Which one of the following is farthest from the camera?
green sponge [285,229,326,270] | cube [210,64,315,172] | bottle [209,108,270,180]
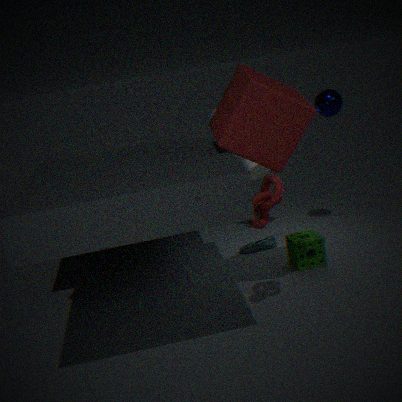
bottle [209,108,270,180]
